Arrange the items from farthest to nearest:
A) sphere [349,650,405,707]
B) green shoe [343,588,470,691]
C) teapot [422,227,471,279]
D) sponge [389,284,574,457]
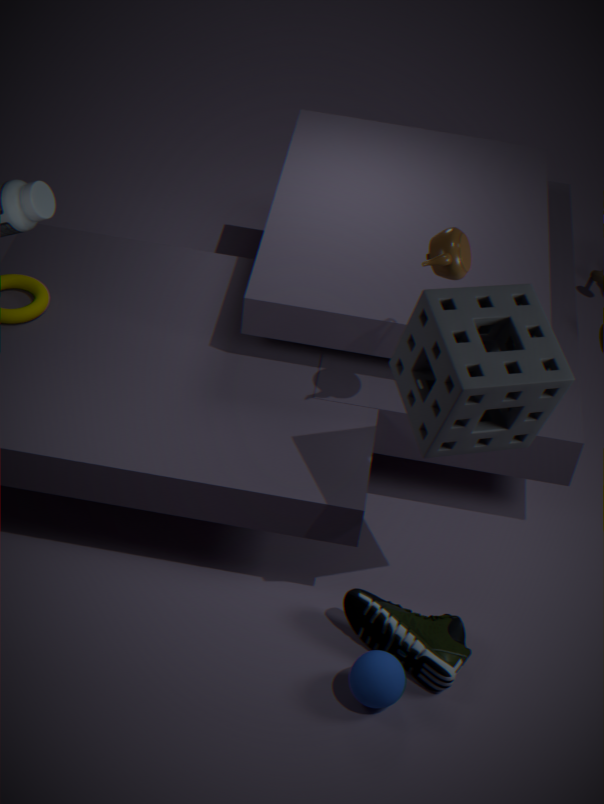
green shoe [343,588,470,691] < sphere [349,650,405,707] < teapot [422,227,471,279] < sponge [389,284,574,457]
